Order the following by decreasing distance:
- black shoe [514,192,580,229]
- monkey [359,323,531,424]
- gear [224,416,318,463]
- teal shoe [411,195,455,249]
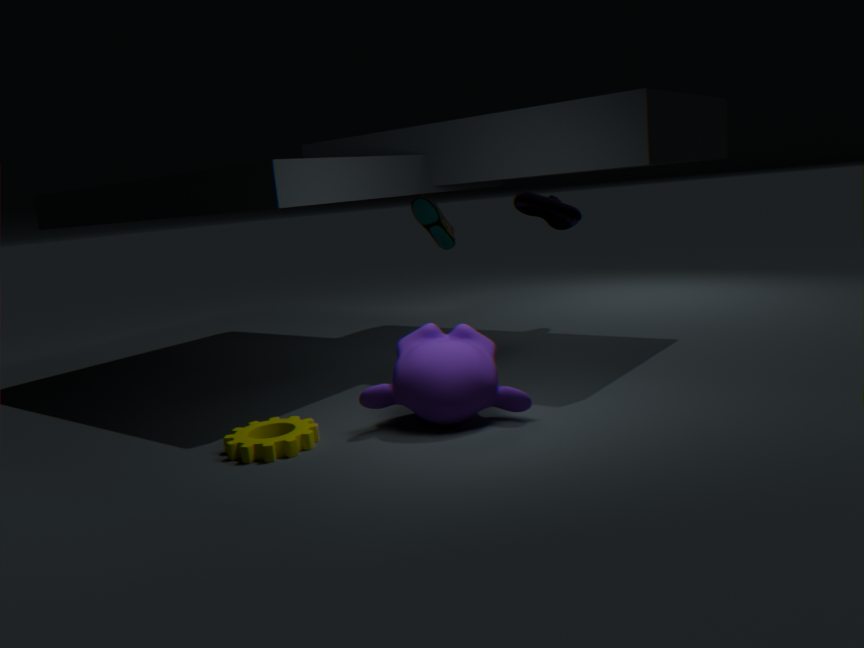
black shoe [514,192,580,229] → teal shoe [411,195,455,249] → monkey [359,323,531,424] → gear [224,416,318,463]
